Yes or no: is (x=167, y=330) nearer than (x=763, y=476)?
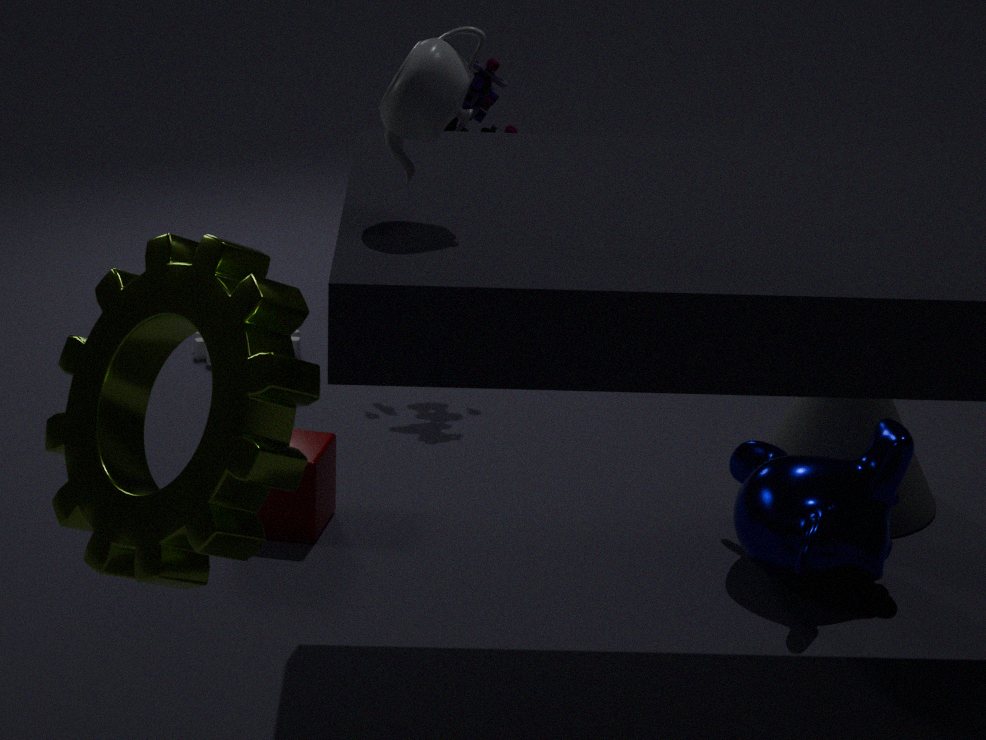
Yes
